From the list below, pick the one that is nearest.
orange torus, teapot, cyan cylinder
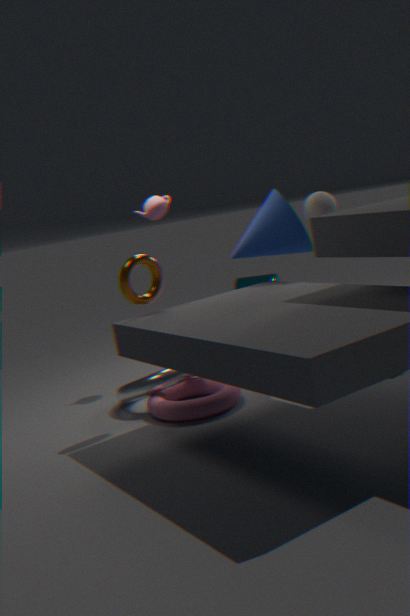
orange torus
